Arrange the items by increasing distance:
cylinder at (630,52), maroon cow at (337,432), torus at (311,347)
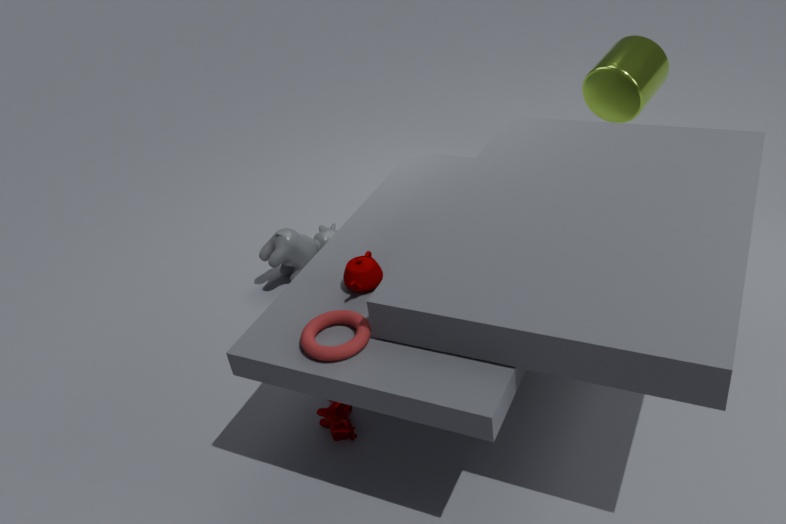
torus at (311,347) < maroon cow at (337,432) < cylinder at (630,52)
